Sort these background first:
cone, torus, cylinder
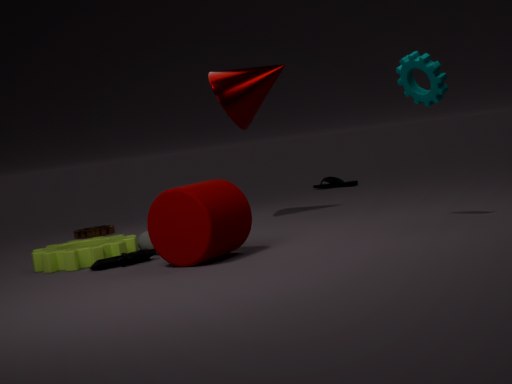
cone, torus, cylinder
